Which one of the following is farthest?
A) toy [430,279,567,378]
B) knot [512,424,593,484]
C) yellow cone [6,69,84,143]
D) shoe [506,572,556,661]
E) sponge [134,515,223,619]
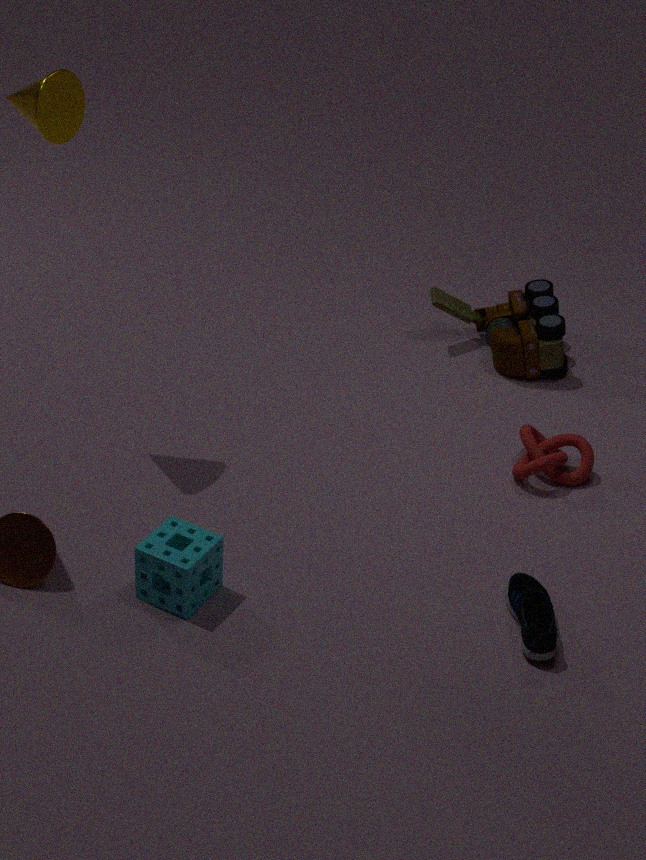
toy [430,279,567,378]
